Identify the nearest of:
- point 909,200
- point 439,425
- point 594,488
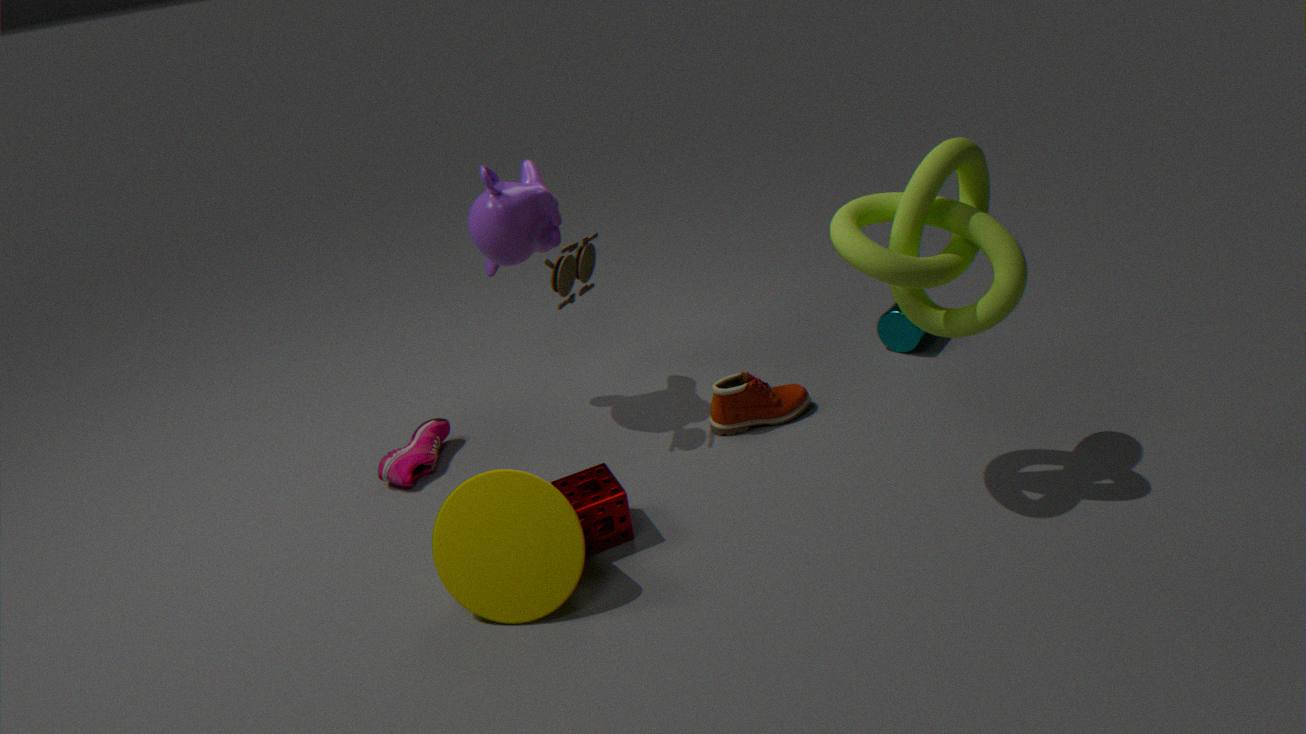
point 909,200
